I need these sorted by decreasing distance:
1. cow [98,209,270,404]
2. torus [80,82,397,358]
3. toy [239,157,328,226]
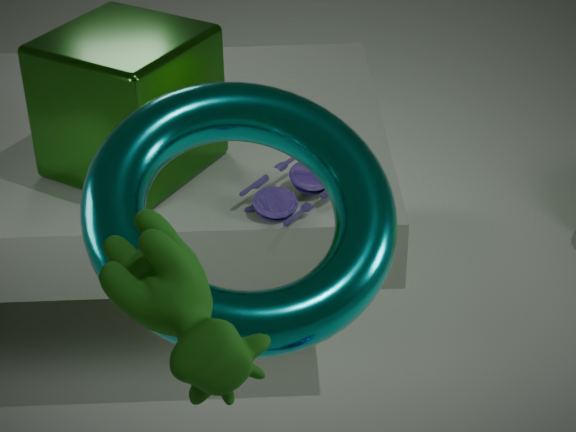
toy [239,157,328,226], torus [80,82,397,358], cow [98,209,270,404]
